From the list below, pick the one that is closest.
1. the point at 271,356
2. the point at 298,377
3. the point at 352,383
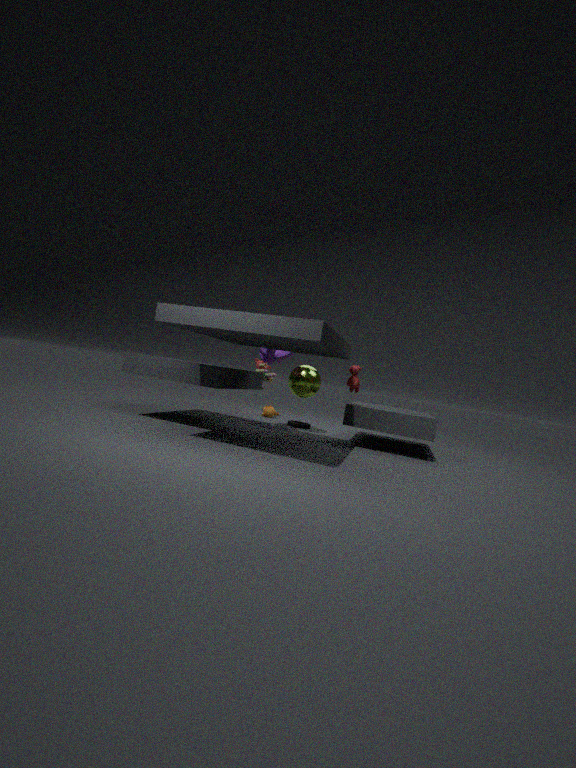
the point at 352,383
